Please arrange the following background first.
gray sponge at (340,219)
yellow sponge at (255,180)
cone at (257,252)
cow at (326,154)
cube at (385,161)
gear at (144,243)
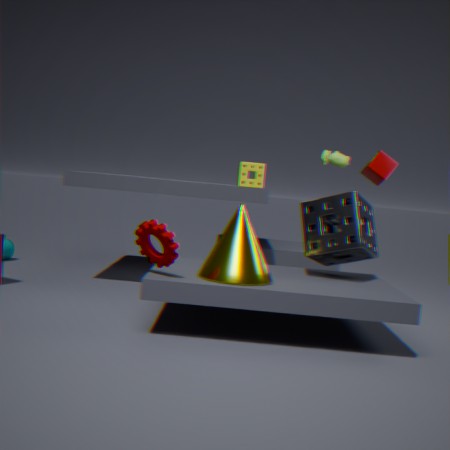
1. cow at (326,154)
2. cube at (385,161)
3. yellow sponge at (255,180)
4. gray sponge at (340,219)
5. cone at (257,252)
6. gear at (144,243)
